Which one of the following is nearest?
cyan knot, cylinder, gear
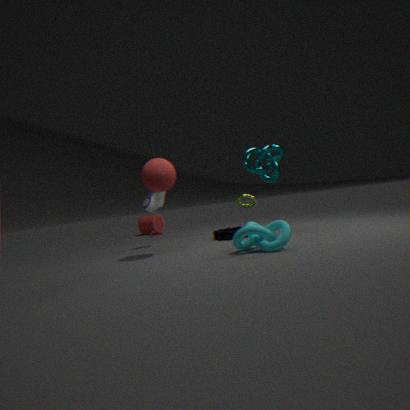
cyan knot
